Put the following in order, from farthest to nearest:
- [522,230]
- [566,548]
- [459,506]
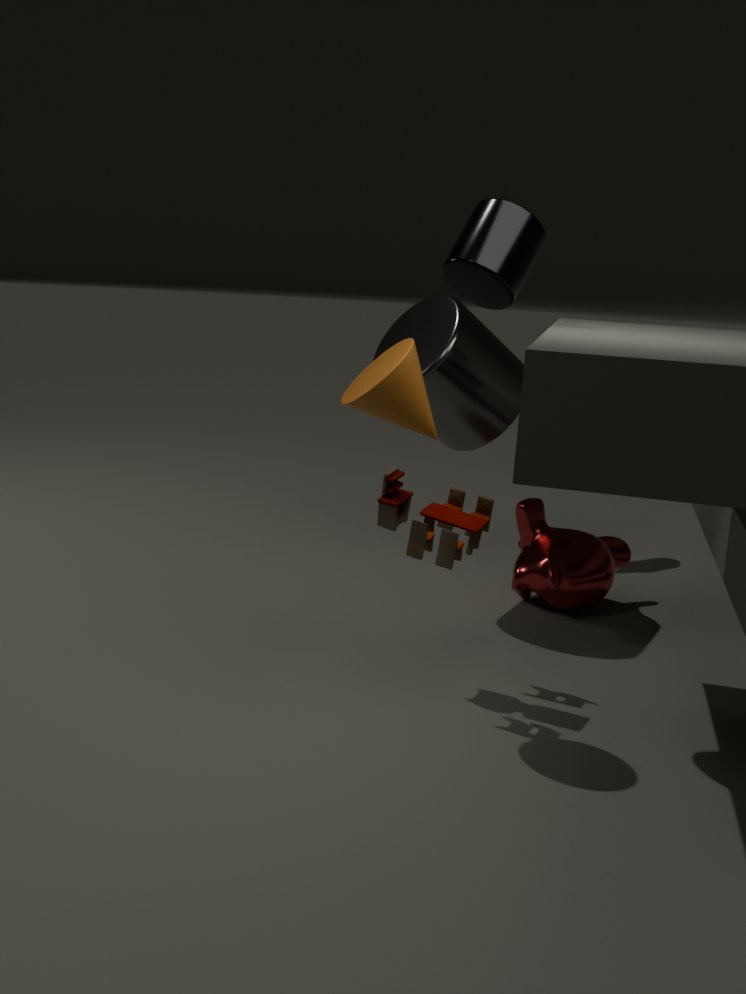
[566,548] → [459,506] → [522,230]
